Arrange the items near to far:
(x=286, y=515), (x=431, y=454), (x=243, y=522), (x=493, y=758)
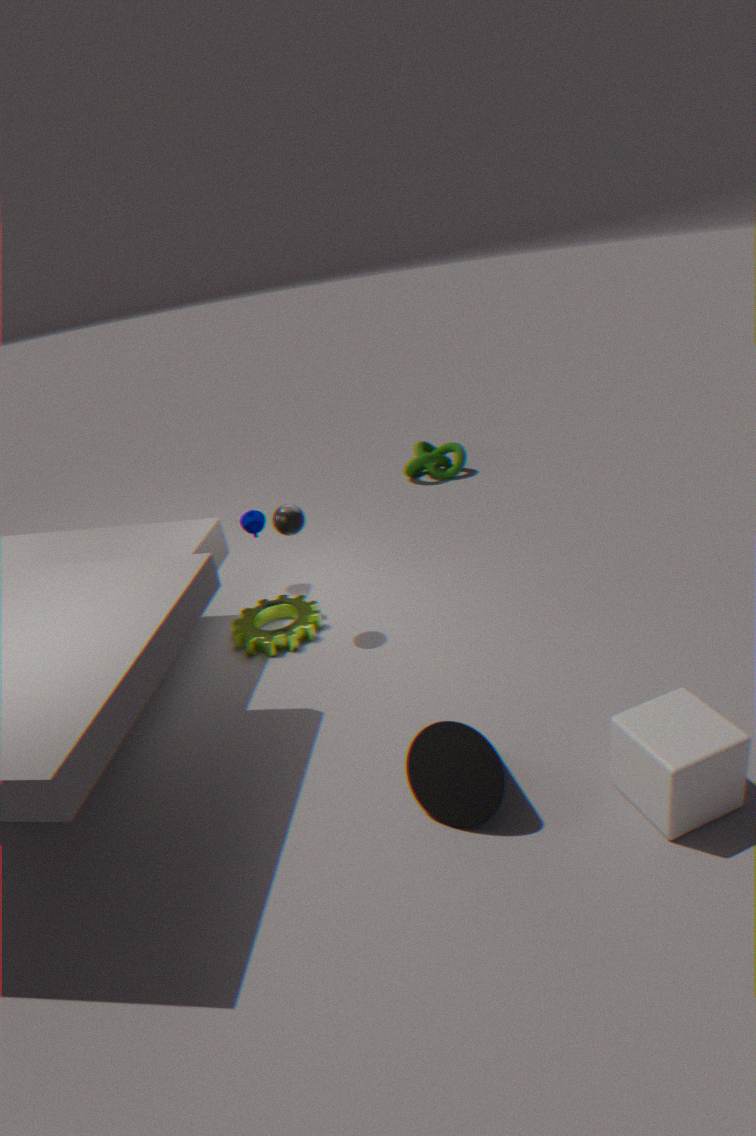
(x=493, y=758) → (x=286, y=515) → (x=243, y=522) → (x=431, y=454)
